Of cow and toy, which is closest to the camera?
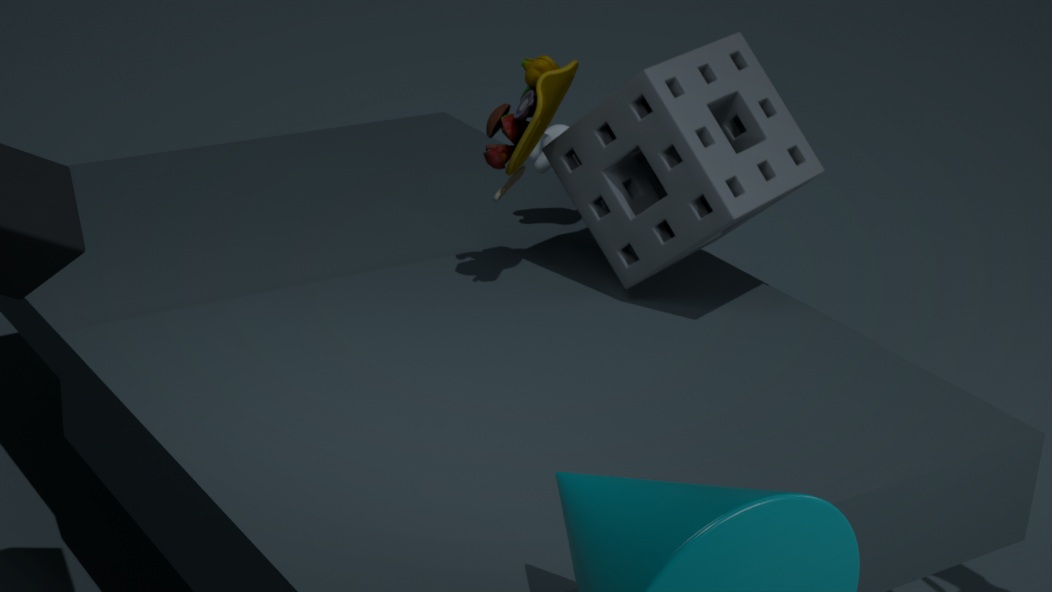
toy
